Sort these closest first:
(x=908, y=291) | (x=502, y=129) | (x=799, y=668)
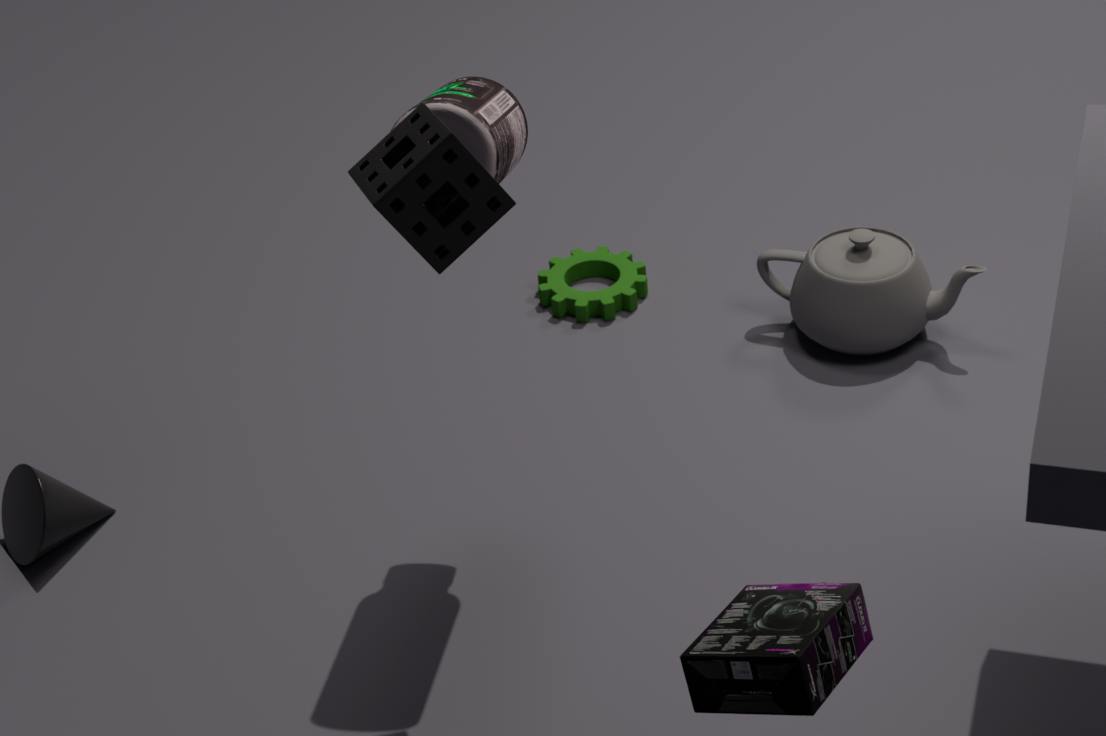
(x=799, y=668) → (x=502, y=129) → (x=908, y=291)
